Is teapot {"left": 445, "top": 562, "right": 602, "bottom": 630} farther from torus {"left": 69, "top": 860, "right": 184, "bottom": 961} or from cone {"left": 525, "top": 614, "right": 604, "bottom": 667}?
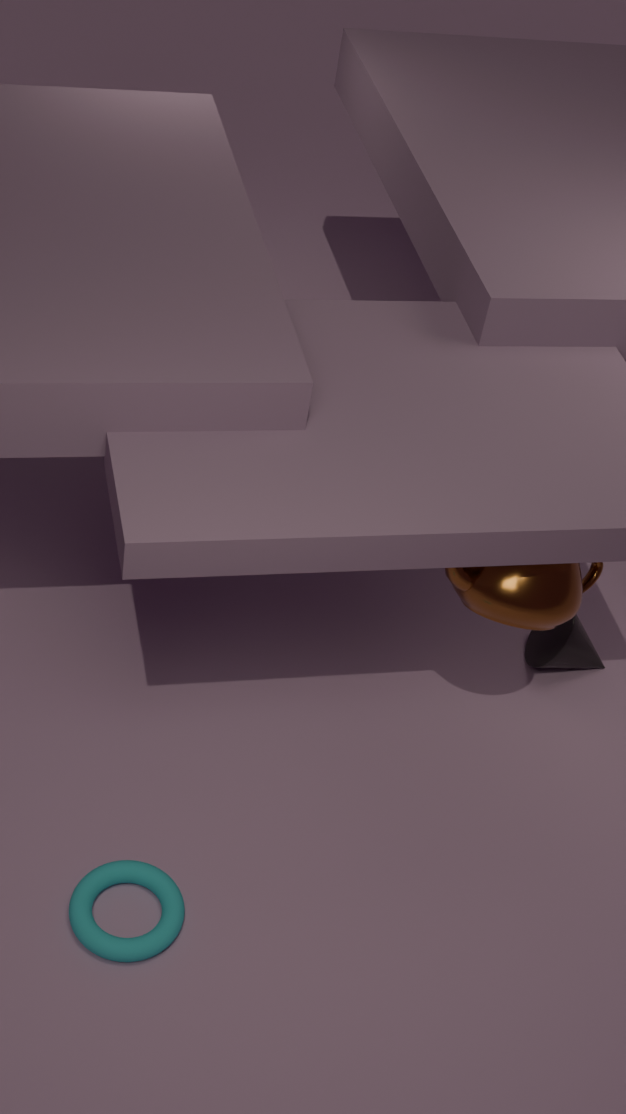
torus {"left": 69, "top": 860, "right": 184, "bottom": 961}
